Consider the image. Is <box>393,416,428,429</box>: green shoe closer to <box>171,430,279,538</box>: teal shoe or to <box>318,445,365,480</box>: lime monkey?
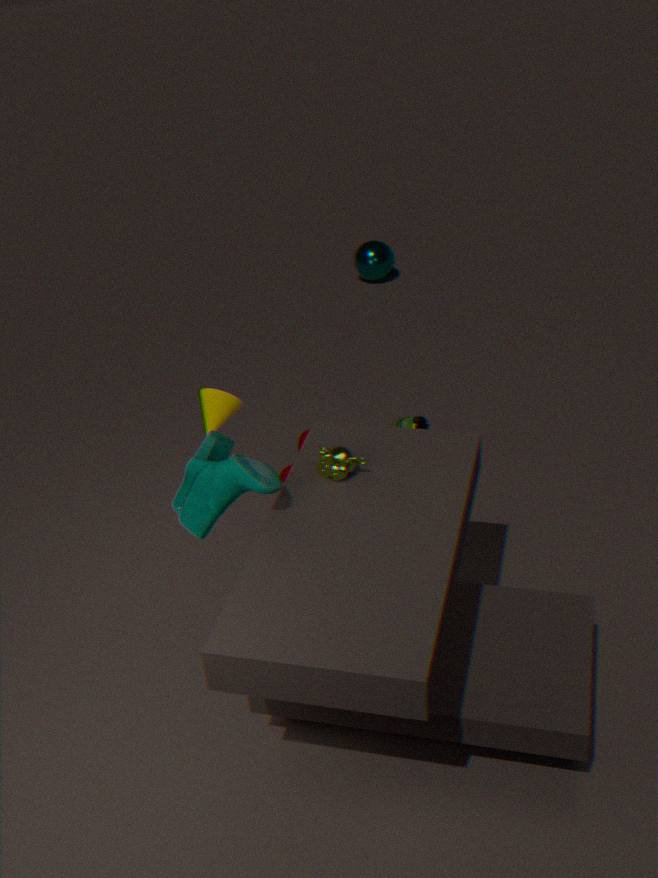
<box>318,445,365,480</box>: lime monkey
